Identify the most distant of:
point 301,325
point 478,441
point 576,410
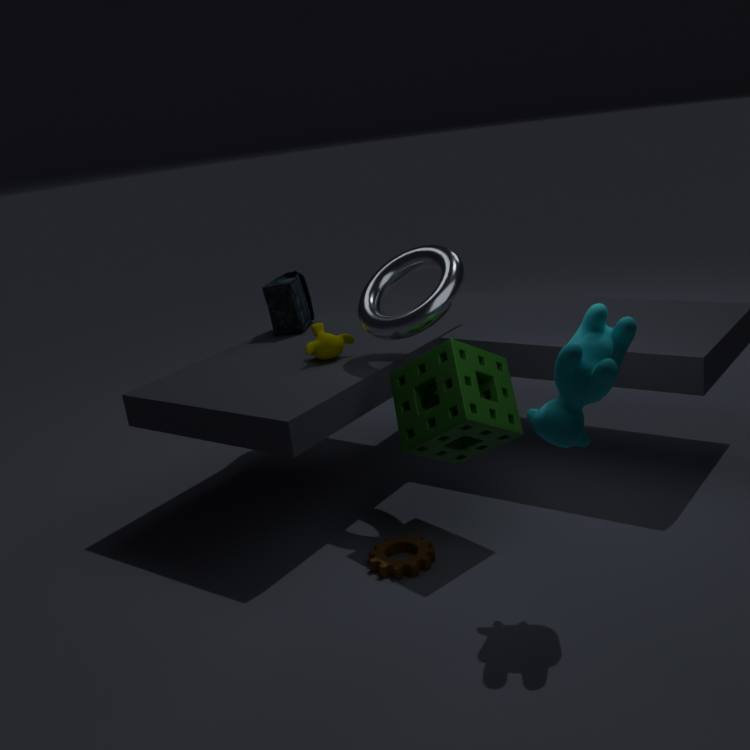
point 301,325
